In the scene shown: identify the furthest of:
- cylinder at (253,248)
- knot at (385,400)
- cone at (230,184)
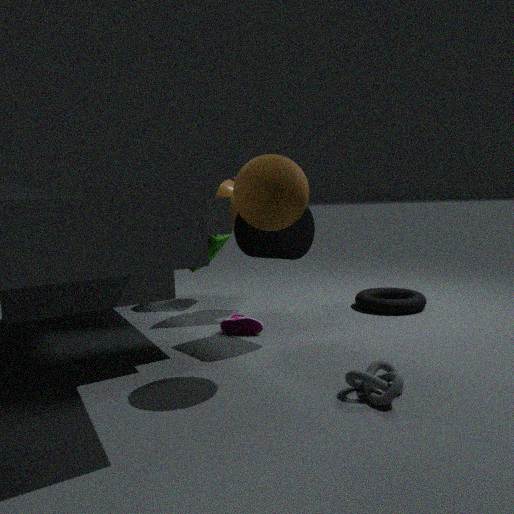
cone at (230,184)
